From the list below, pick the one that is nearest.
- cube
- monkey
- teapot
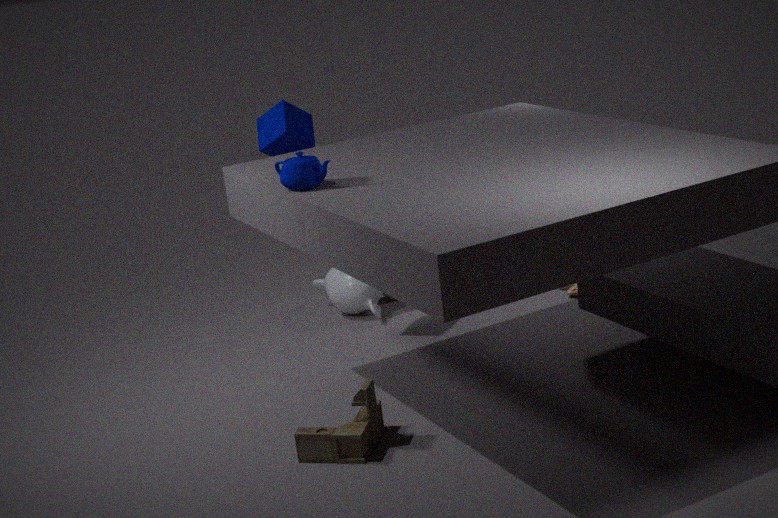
teapot
